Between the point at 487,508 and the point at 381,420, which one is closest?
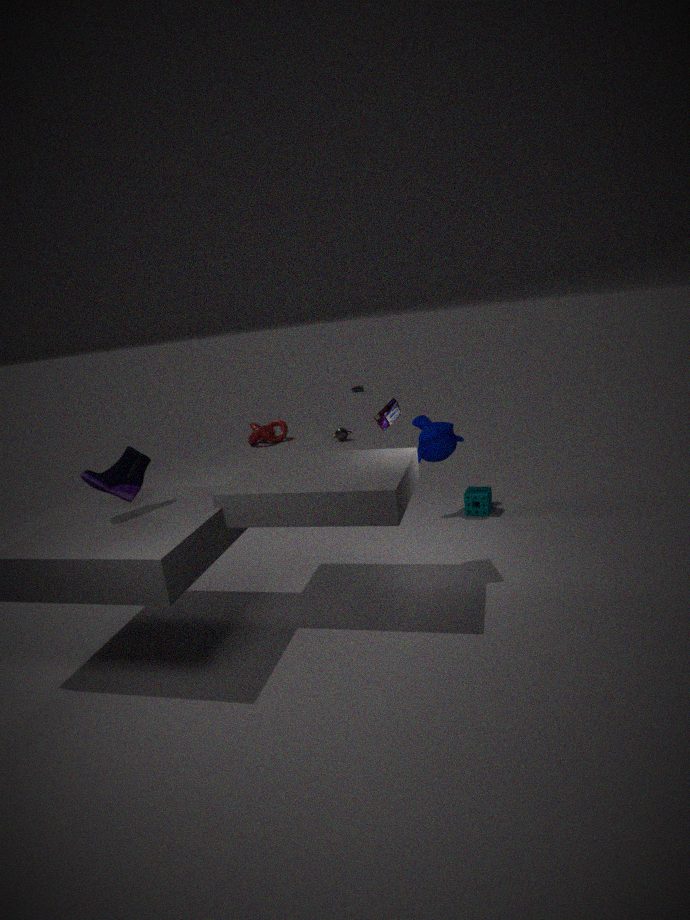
the point at 381,420
